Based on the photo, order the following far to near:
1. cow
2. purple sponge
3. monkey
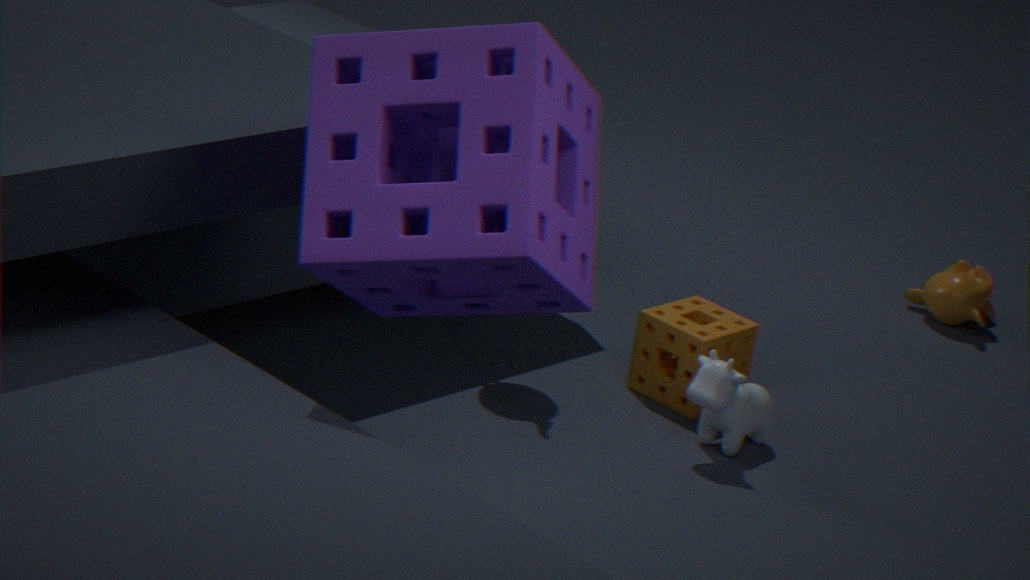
monkey → cow → purple sponge
